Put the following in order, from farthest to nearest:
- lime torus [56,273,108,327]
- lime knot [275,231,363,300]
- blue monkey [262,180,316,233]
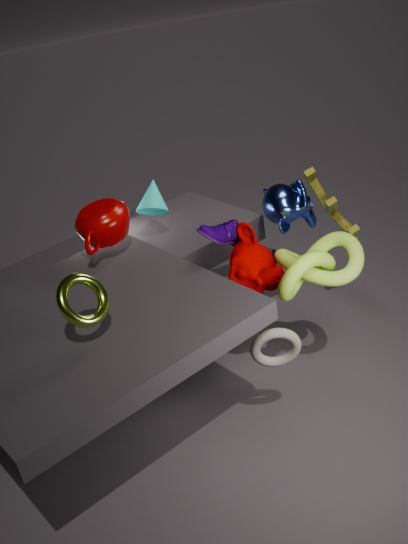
blue monkey [262,180,316,233] → lime knot [275,231,363,300] → lime torus [56,273,108,327]
